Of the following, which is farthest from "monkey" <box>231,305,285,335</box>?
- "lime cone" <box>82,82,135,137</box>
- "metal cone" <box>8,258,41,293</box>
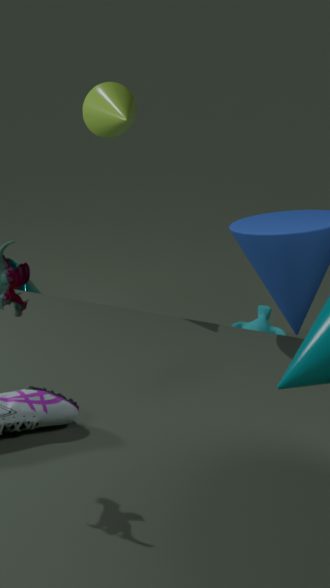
"lime cone" <box>82,82,135,137</box>
